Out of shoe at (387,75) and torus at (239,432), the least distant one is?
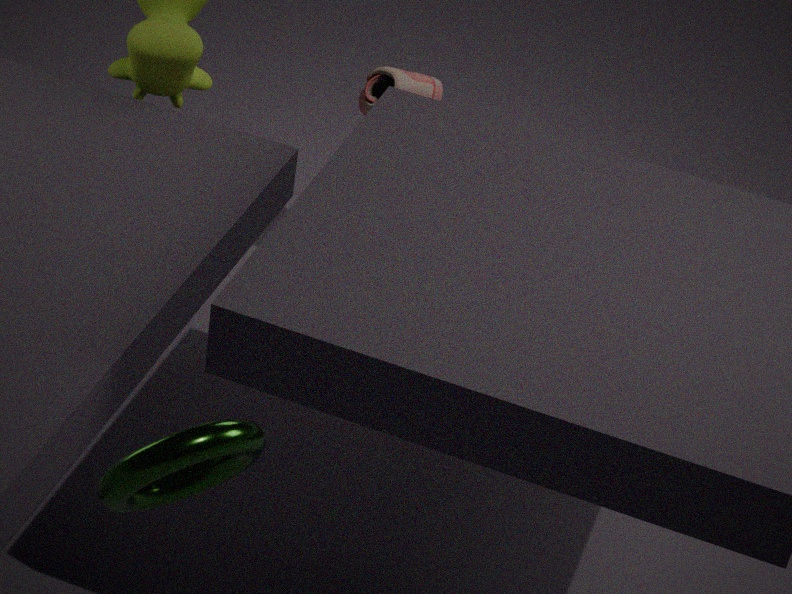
torus at (239,432)
